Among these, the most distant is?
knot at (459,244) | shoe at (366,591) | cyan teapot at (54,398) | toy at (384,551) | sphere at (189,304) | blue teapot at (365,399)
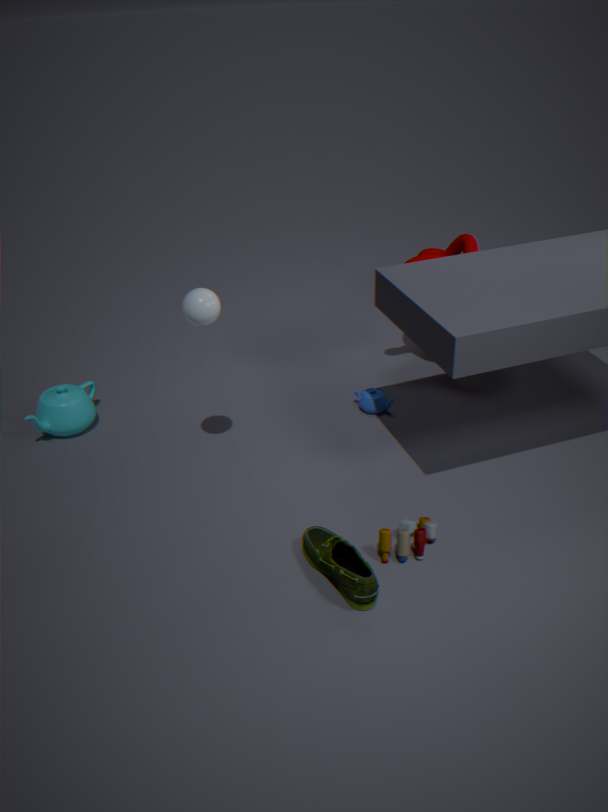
blue teapot at (365,399)
